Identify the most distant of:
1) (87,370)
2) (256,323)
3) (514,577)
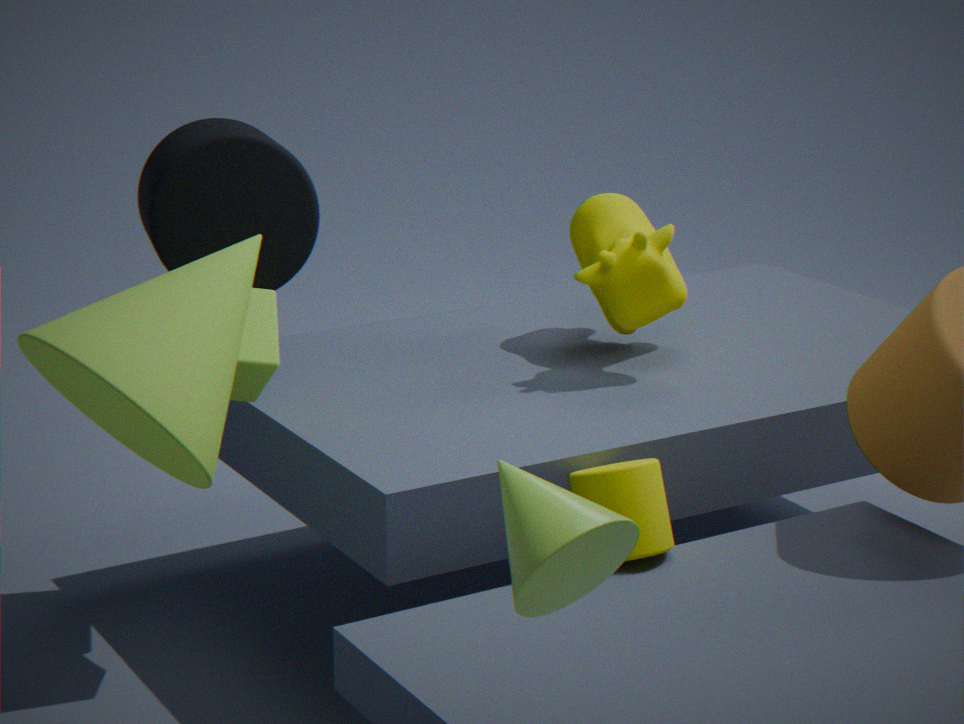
2. (256,323)
